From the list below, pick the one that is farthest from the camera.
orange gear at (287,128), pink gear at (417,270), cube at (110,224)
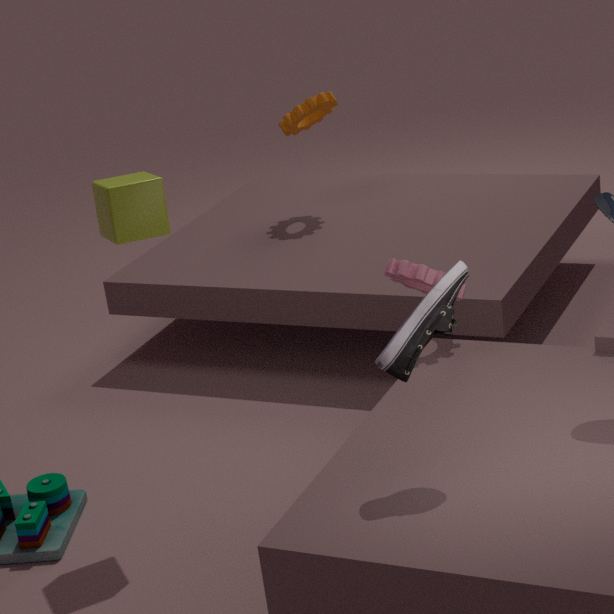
orange gear at (287,128)
